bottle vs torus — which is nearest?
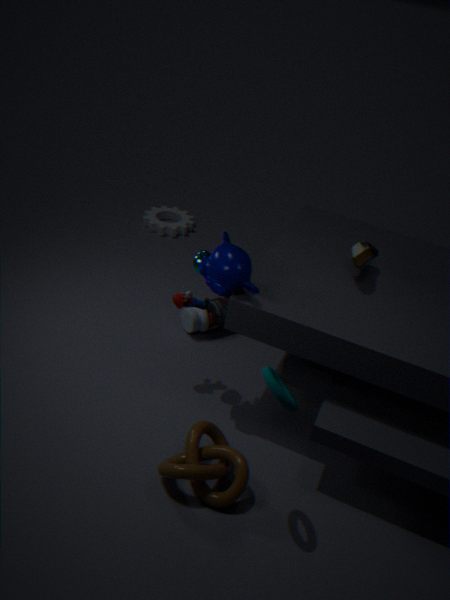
torus
